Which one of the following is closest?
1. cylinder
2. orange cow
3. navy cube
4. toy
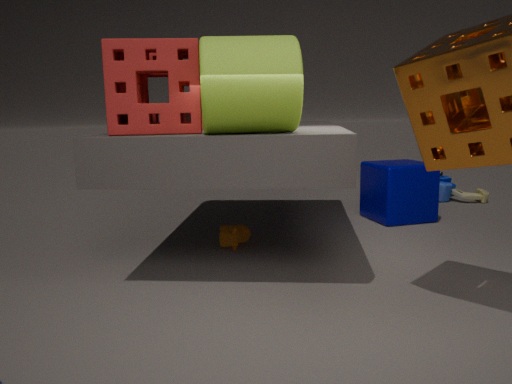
cylinder
